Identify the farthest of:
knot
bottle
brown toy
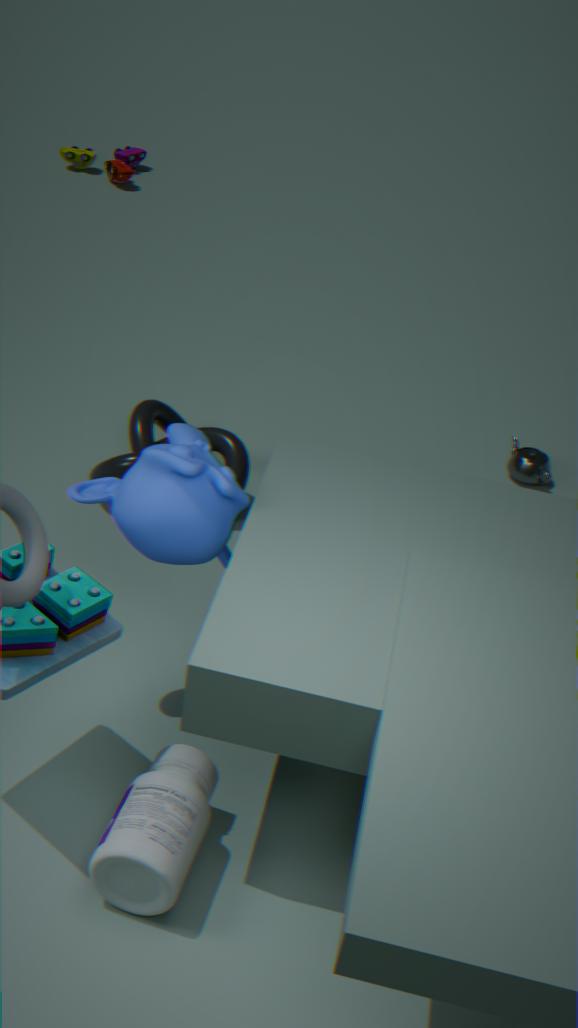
brown toy
